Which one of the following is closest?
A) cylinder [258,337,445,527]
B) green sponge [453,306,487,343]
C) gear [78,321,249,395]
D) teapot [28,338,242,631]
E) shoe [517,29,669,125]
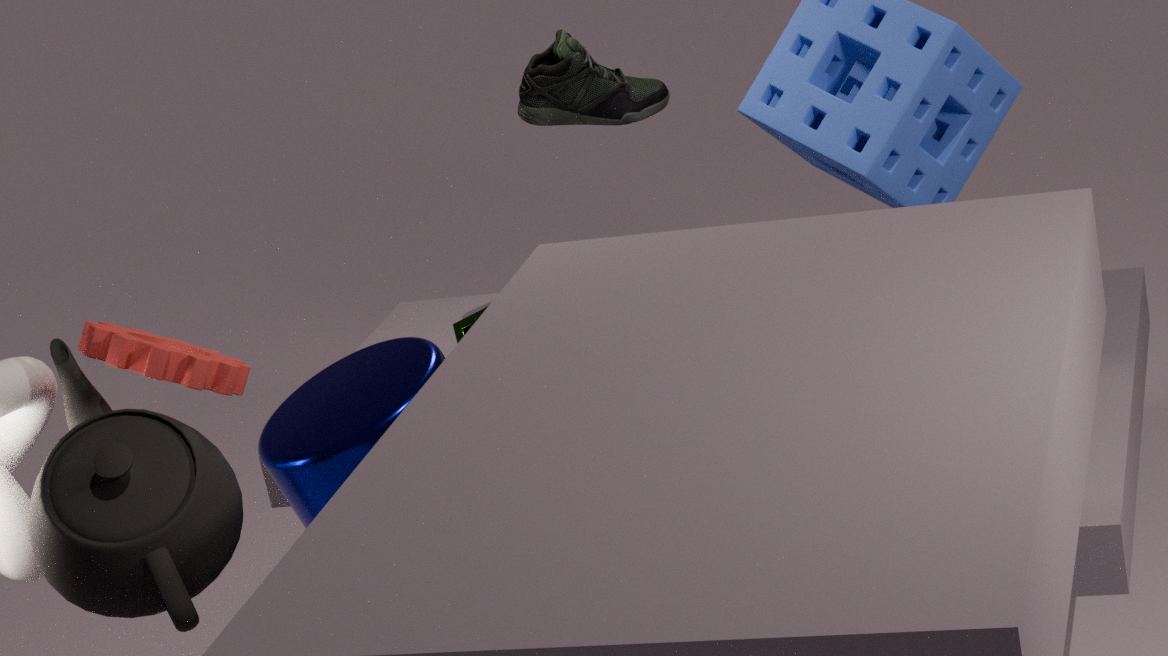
teapot [28,338,242,631]
